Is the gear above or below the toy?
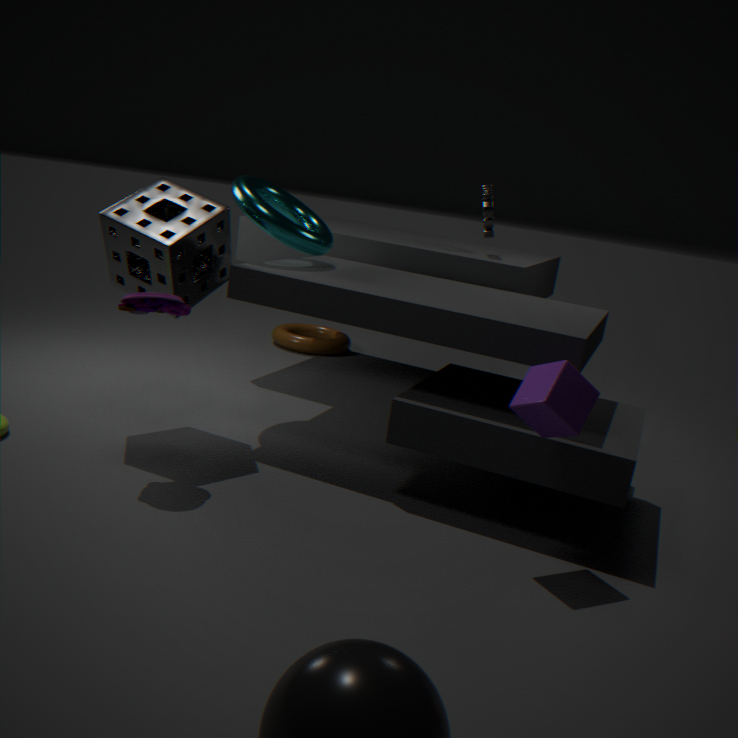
above
